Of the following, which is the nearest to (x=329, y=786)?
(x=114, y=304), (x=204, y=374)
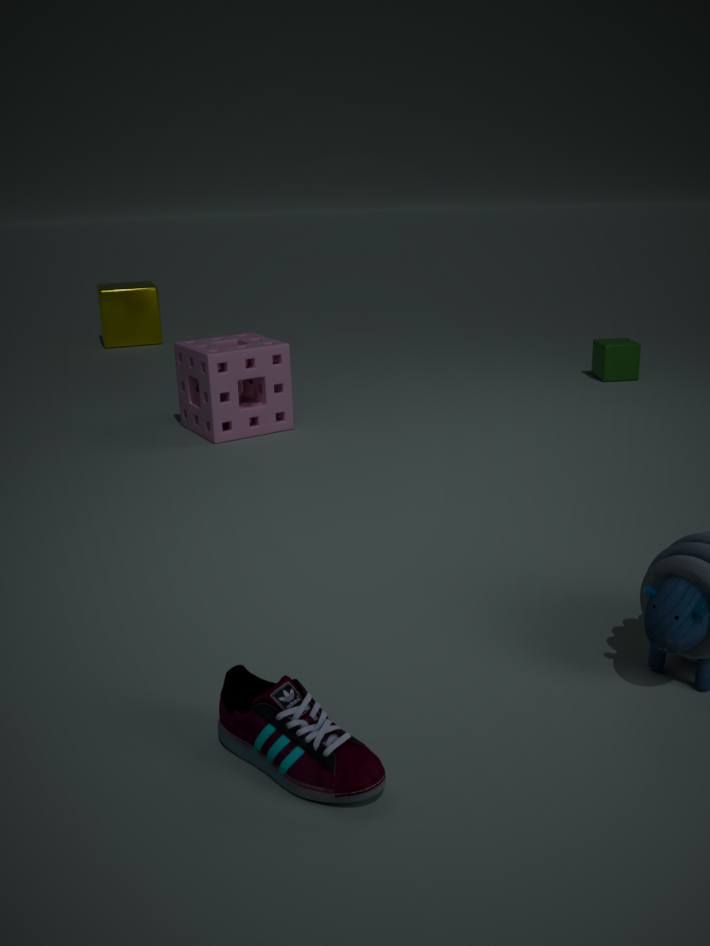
(x=204, y=374)
